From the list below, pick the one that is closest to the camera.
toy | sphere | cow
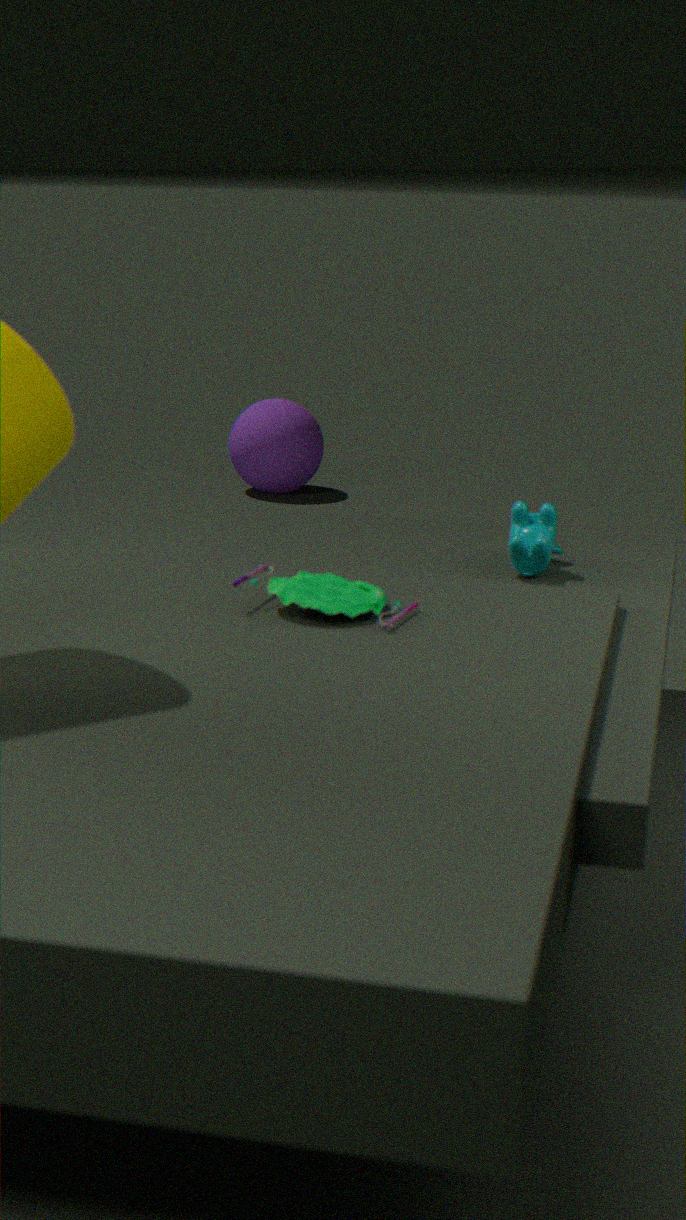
toy
